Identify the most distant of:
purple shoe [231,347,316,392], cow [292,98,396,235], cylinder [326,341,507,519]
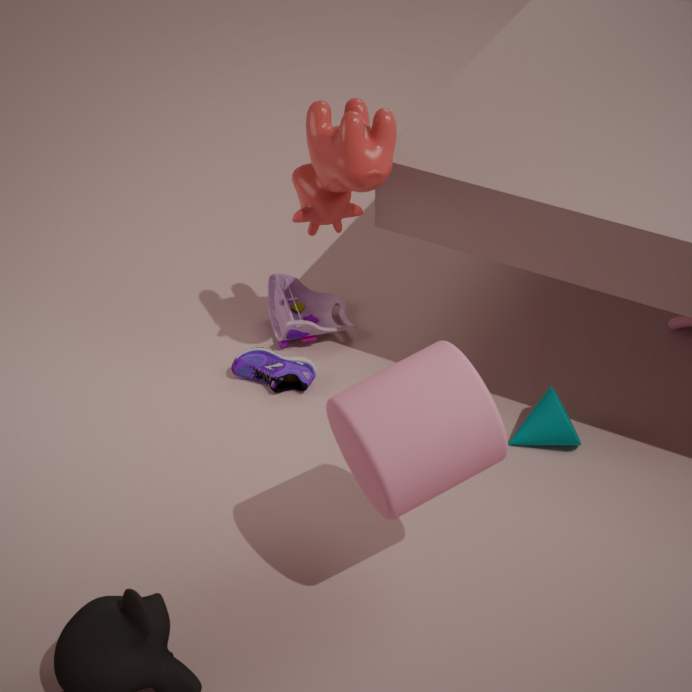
purple shoe [231,347,316,392]
